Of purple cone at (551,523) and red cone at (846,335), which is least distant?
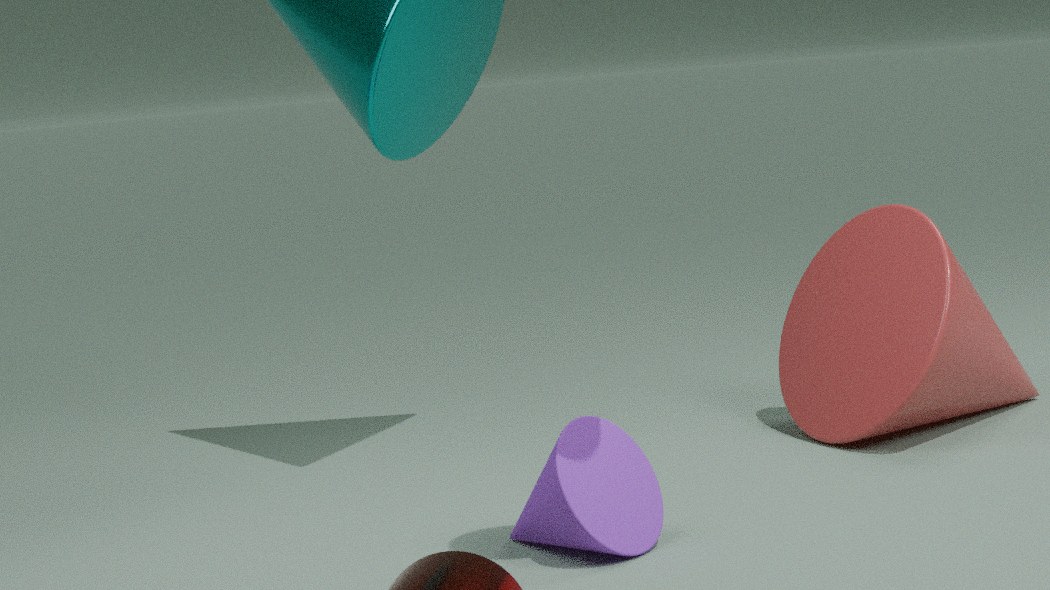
purple cone at (551,523)
